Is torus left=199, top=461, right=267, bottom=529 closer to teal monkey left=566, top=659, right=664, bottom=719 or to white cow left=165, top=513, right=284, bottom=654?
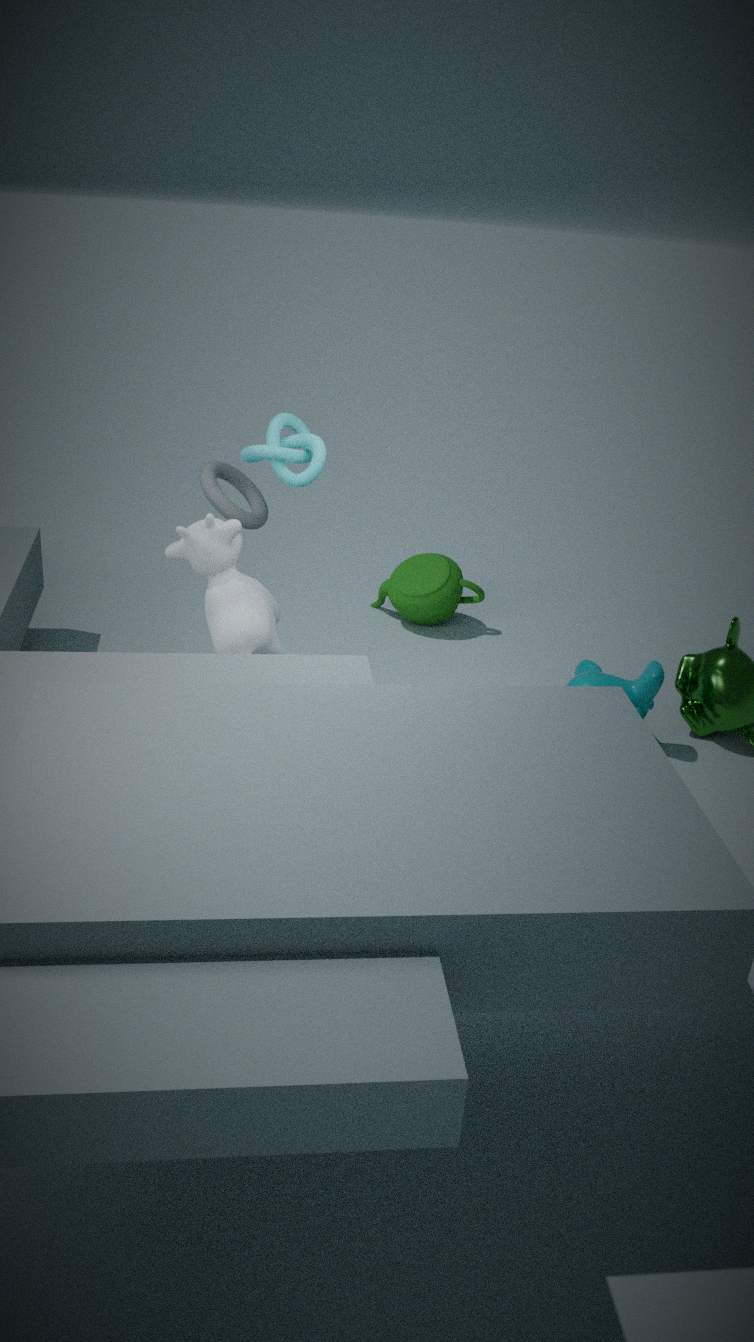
white cow left=165, top=513, right=284, bottom=654
